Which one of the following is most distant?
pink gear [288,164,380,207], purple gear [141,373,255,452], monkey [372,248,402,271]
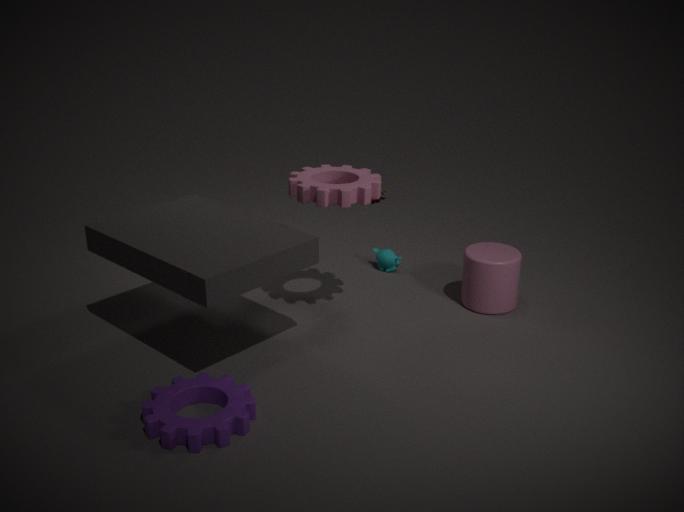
monkey [372,248,402,271]
